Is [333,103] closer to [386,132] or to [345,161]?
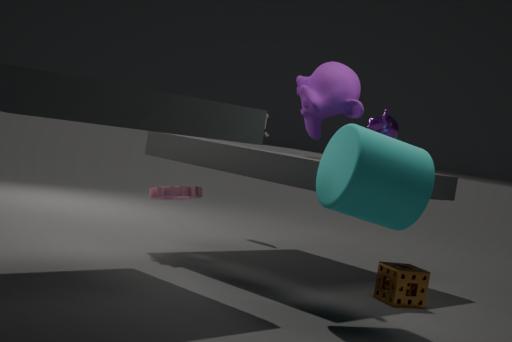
[386,132]
